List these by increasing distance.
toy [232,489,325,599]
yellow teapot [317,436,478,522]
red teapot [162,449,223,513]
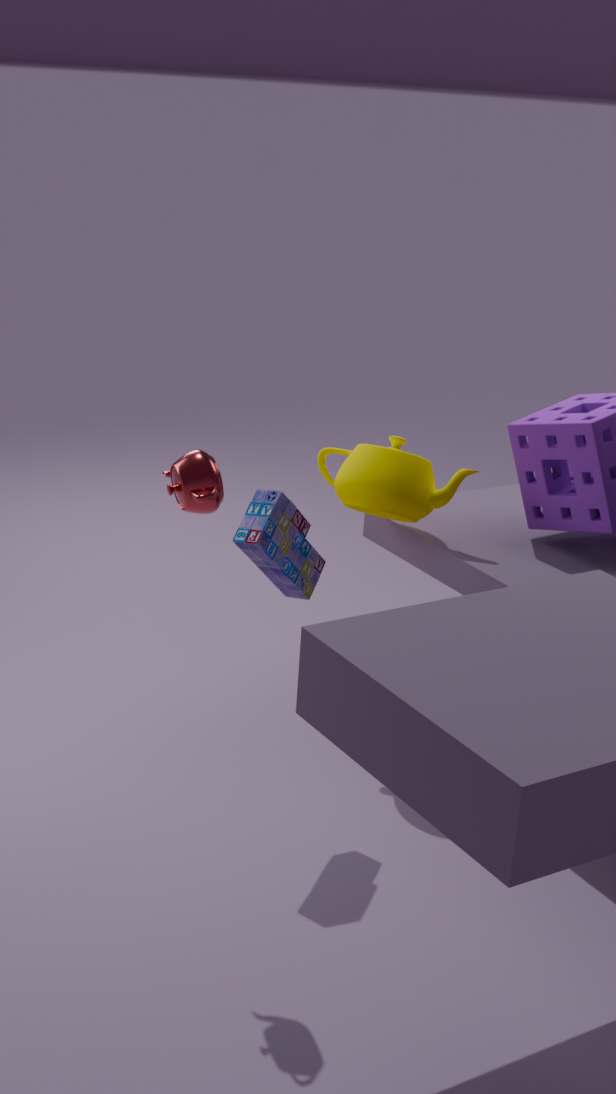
red teapot [162,449,223,513]
toy [232,489,325,599]
yellow teapot [317,436,478,522]
